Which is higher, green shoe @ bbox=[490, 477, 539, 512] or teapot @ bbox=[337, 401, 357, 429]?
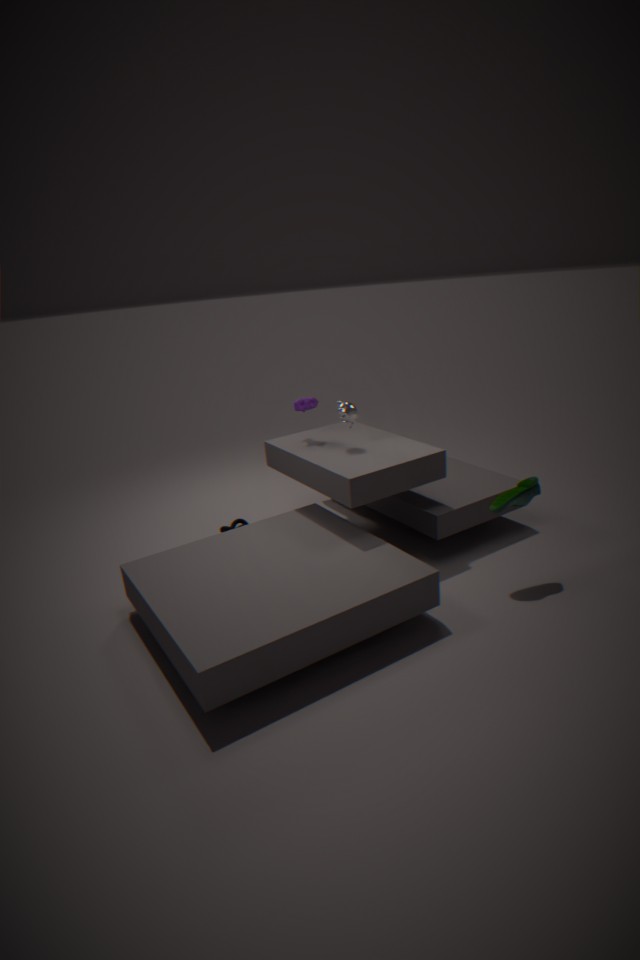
teapot @ bbox=[337, 401, 357, 429]
